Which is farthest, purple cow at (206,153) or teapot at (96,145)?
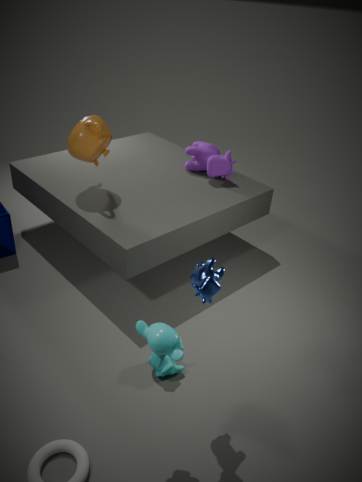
purple cow at (206,153)
